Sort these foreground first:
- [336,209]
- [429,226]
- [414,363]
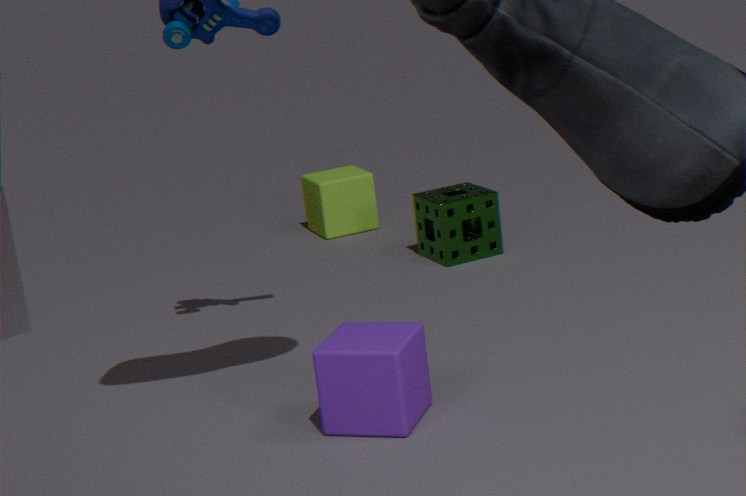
[414,363]
[429,226]
[336,209]
